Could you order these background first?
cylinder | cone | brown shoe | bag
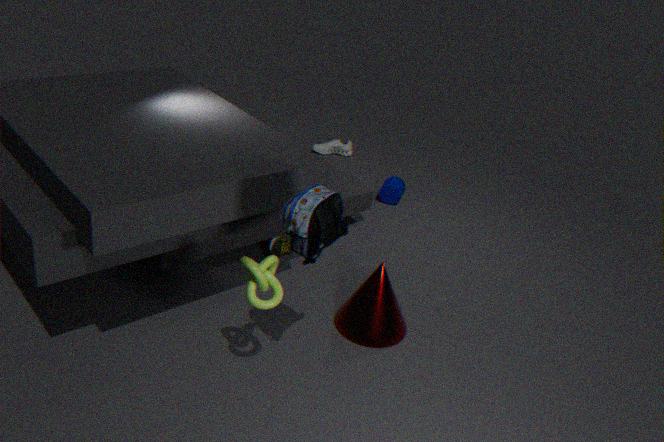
1. cylinder
2. brown shoe
3. cone
4. bag
